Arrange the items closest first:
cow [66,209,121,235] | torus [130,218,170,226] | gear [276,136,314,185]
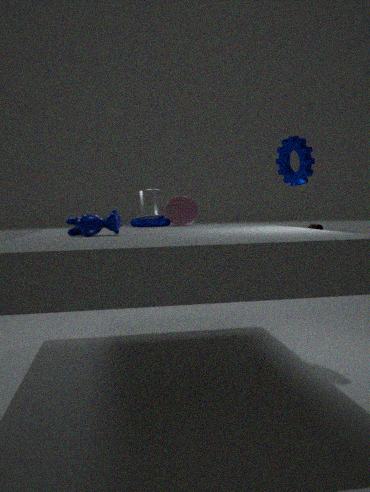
cow [66,209,121,235], gear [276,136,314,185], torus [130,218,170,226]
